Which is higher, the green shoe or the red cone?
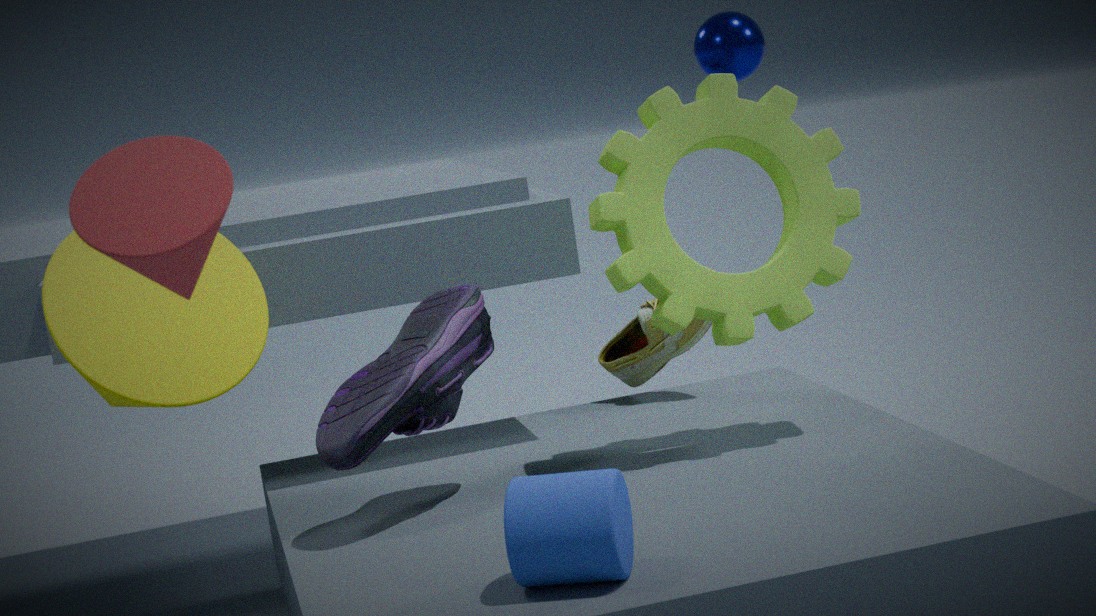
the red cone
